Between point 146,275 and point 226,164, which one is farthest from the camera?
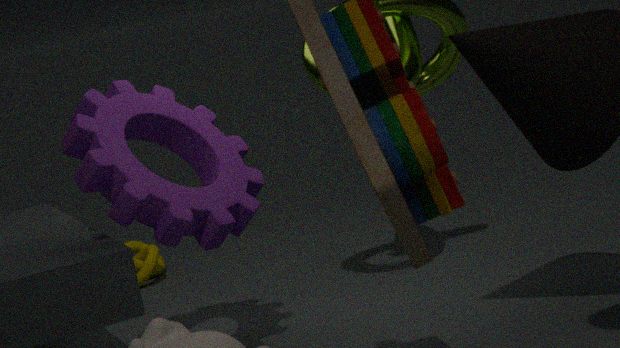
point 146,275
